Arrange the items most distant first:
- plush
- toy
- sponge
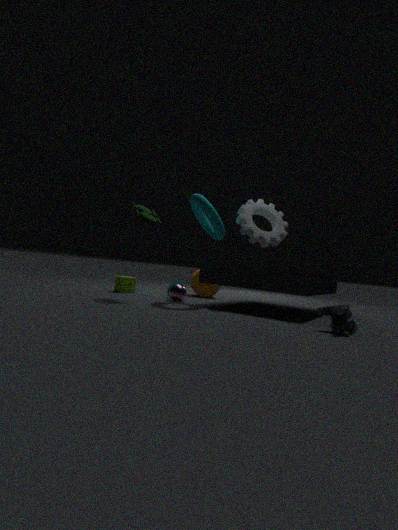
sponge
toy
plush
